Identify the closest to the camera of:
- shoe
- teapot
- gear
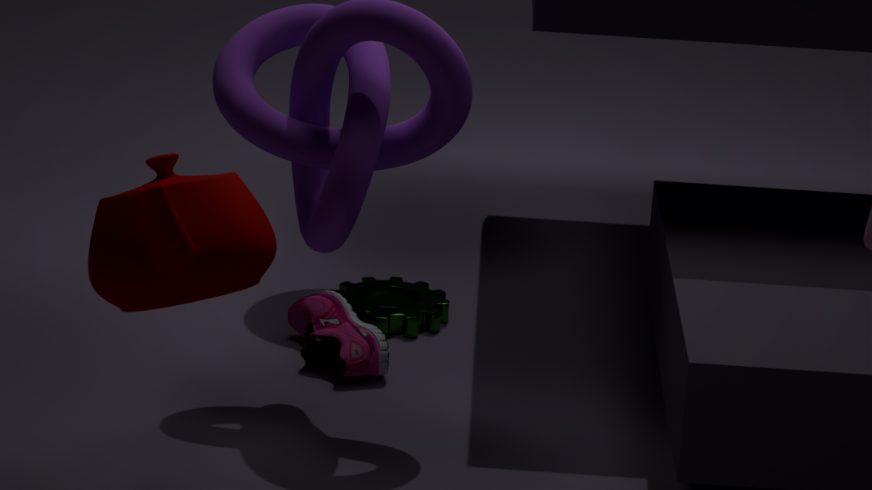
teapot
